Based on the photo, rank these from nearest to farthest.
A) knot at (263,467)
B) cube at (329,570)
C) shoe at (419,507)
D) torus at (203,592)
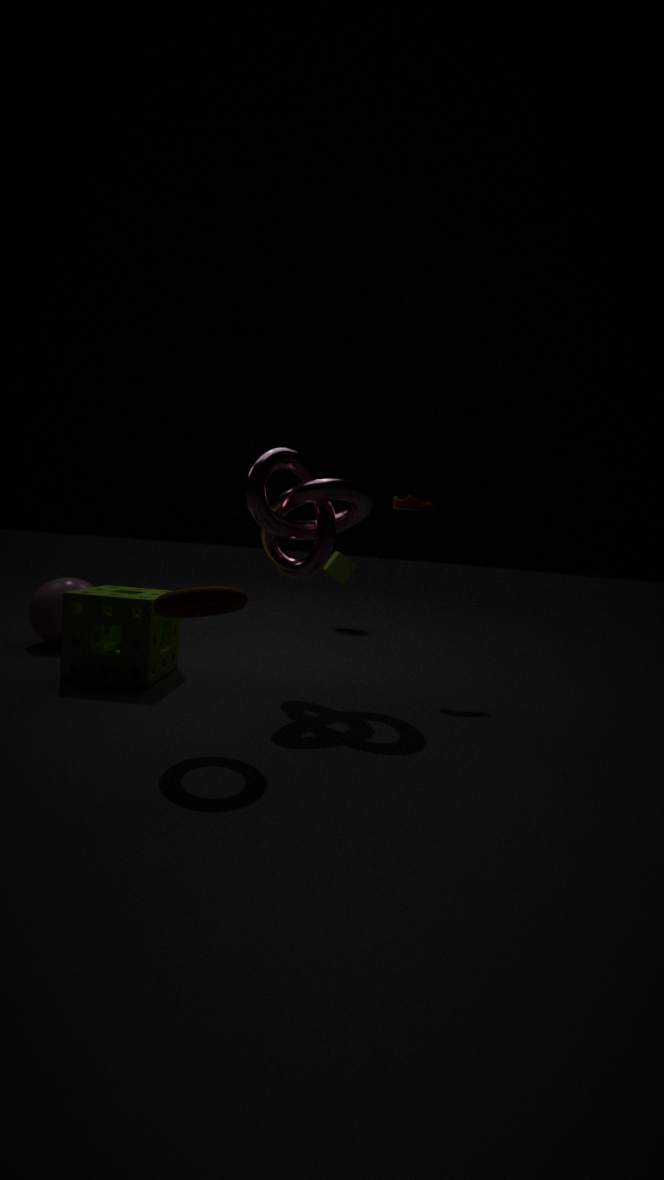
torus at (203,592) < knot at (263,467) < shoe at (419,507) < cube at (329,570)
